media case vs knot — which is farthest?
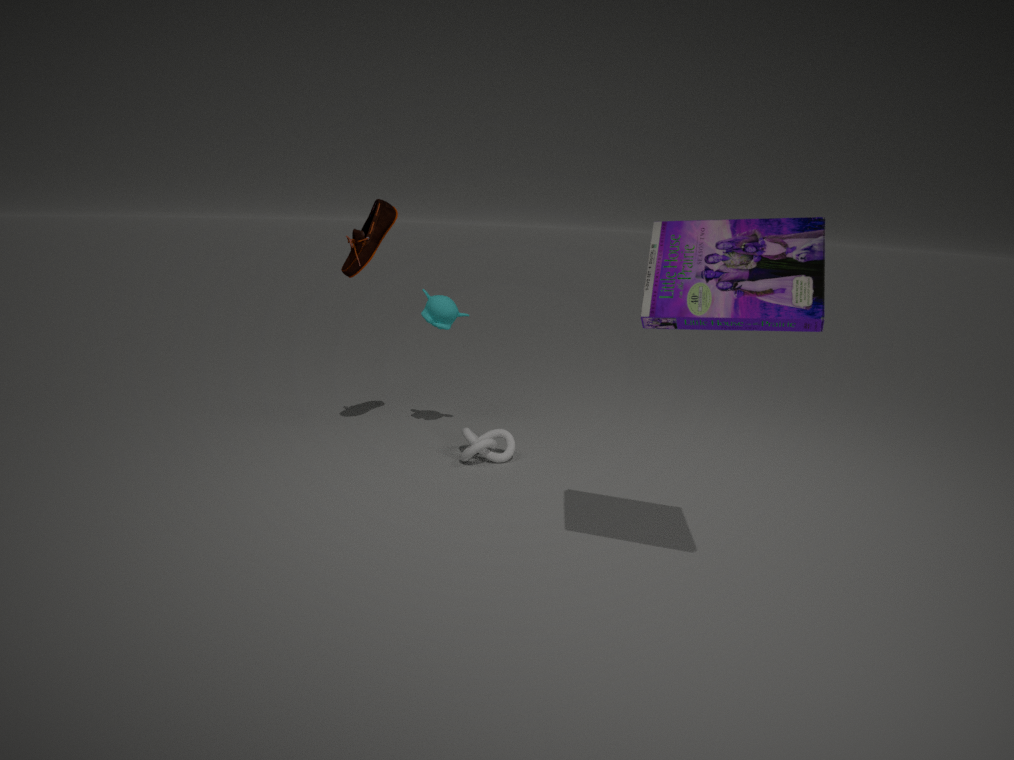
knot
